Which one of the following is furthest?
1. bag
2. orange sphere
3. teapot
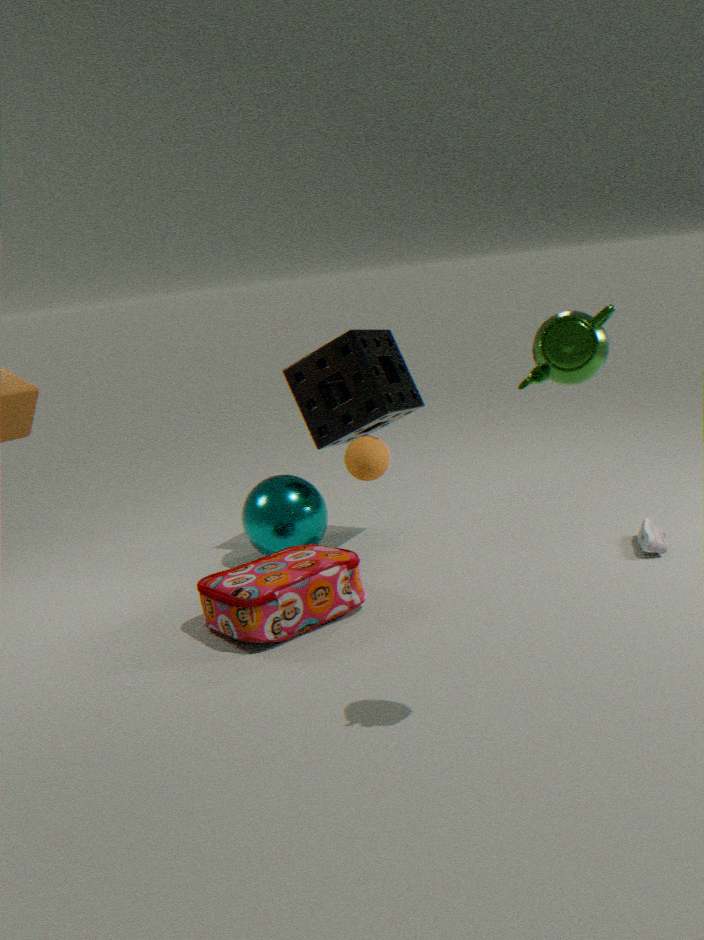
orange sphere
